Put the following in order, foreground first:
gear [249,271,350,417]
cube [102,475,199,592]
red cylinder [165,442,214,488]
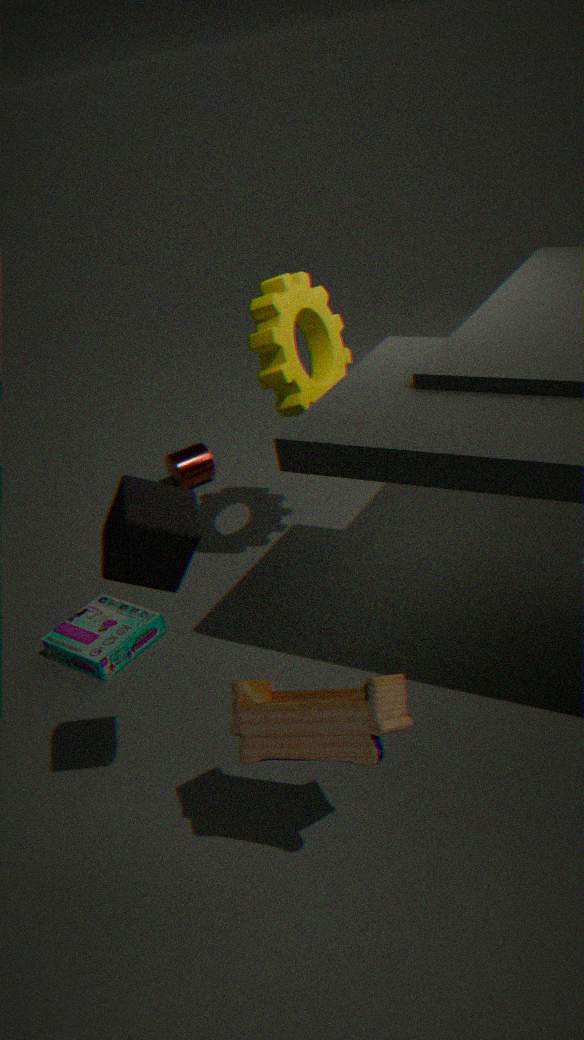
cube [102,475,199,592] → gear [249,271,350,417] → red cylinder [165,442,214,488]
